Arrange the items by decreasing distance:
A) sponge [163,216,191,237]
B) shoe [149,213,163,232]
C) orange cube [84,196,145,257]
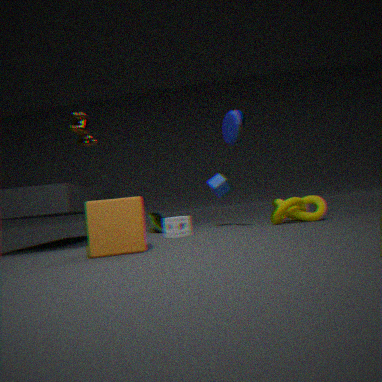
shoe [149,213,163,232]
sponge [163,216,191,237]
orange cube [84,196,145,257]
